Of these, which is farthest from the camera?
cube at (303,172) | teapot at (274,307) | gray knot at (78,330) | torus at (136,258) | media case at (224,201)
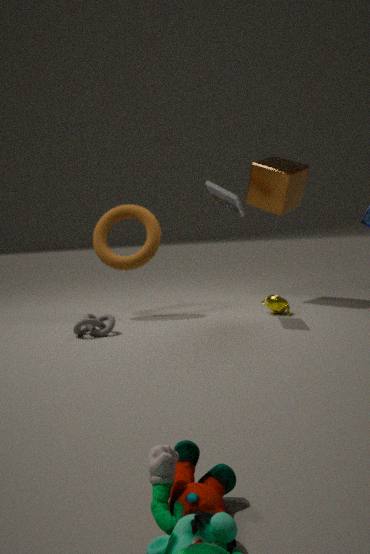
cube at (303,172)
